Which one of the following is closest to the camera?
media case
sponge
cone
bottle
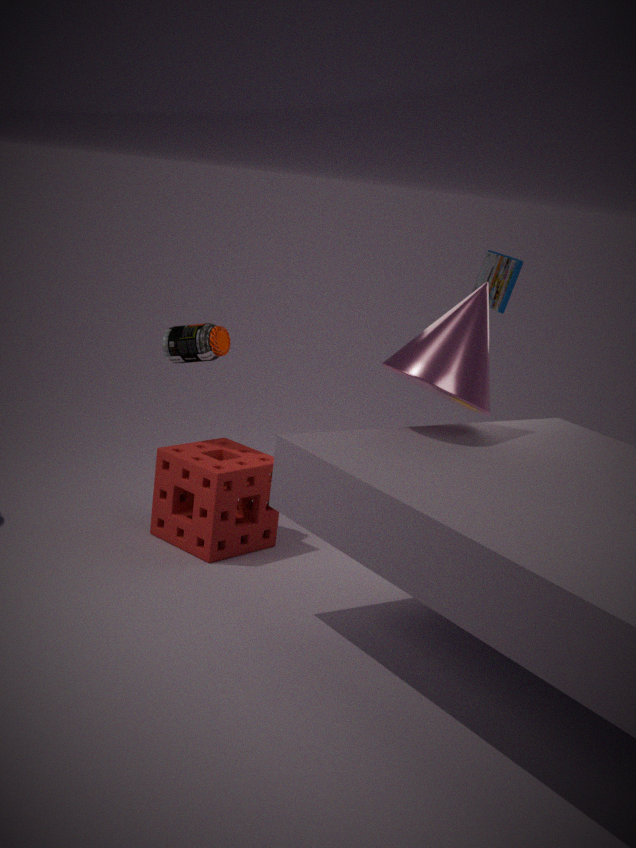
cone
